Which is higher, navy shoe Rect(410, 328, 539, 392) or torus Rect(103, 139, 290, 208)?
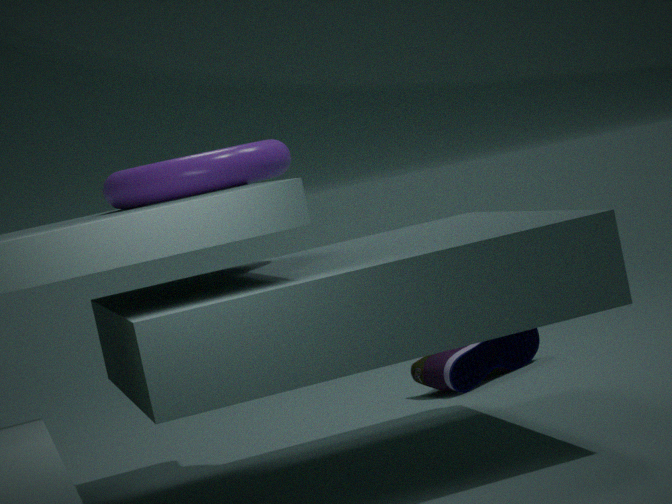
torus Rect(103, 139, 290, 208)
